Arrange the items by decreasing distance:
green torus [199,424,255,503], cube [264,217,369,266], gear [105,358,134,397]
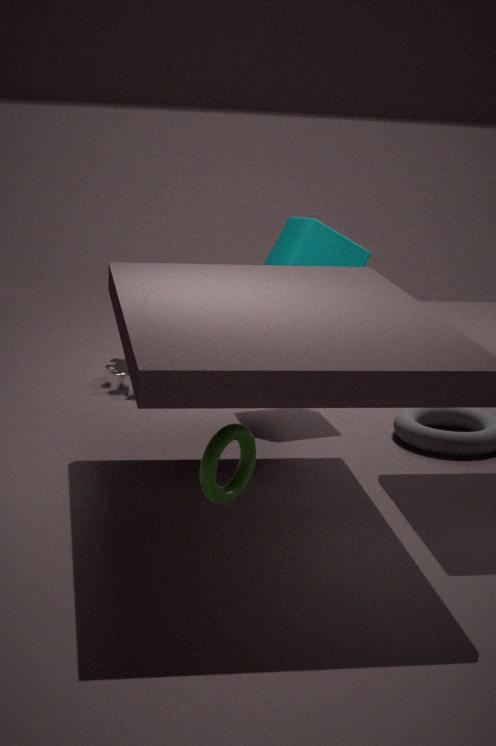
gear [105,358,134,397] < cube [264,217,369,266] < green torus [199,424,255,503]
